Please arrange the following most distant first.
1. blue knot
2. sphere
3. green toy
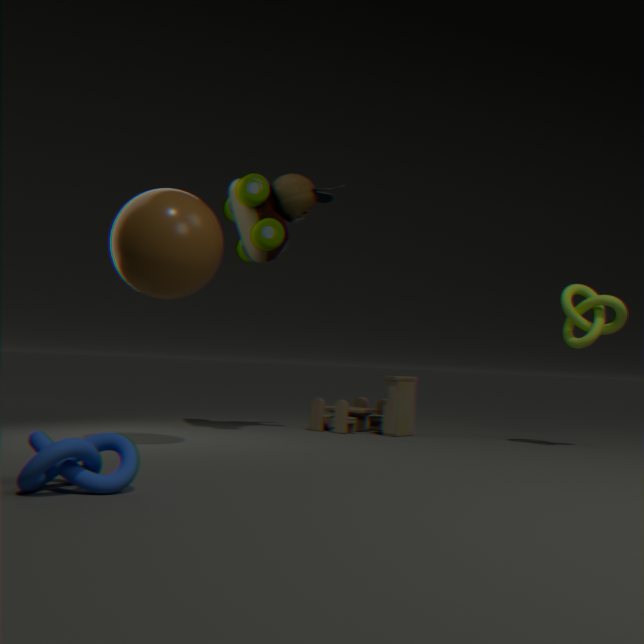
green toy → sphere → blue knot
